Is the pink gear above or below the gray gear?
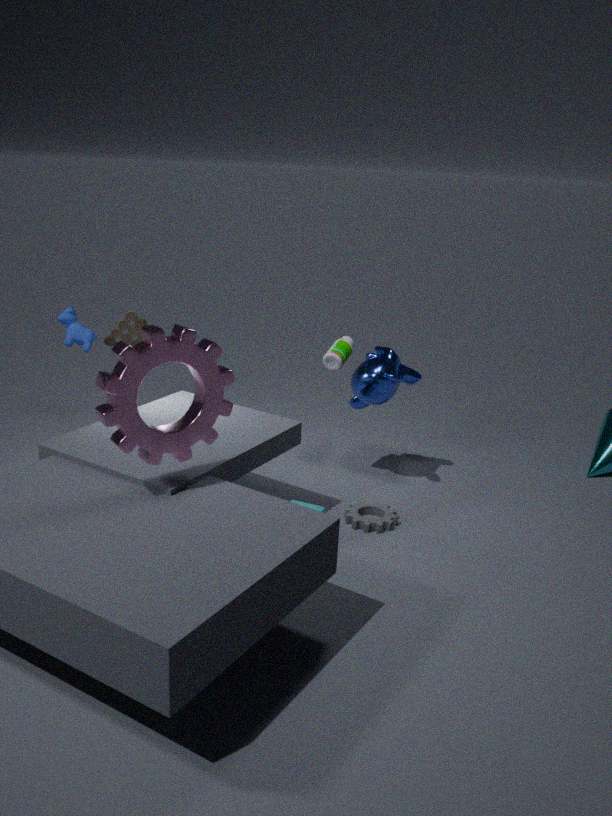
above
